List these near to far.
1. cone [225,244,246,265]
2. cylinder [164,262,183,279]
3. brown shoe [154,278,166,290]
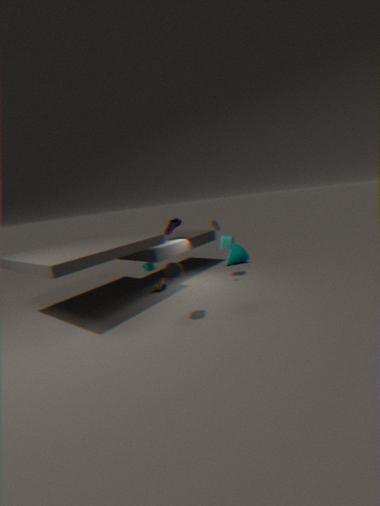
cylinder [164,262,183,279], brown shoe [154,278,166,290], cone [225,244,246,265]
